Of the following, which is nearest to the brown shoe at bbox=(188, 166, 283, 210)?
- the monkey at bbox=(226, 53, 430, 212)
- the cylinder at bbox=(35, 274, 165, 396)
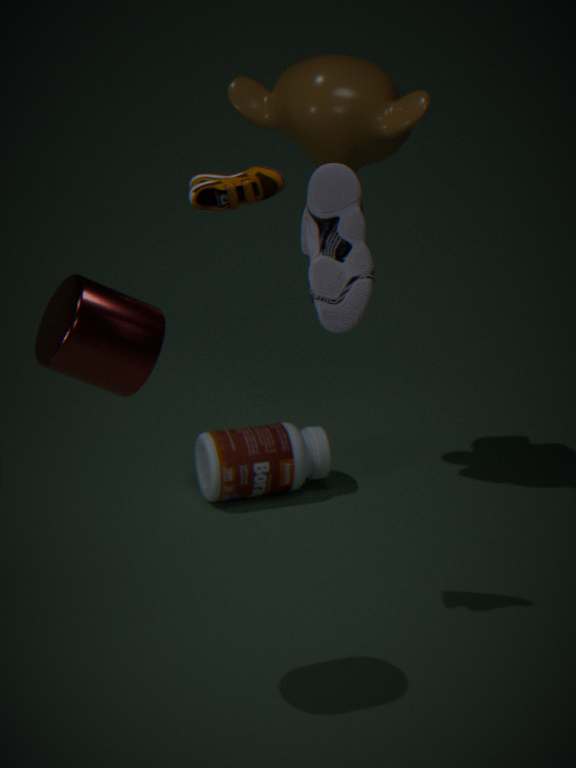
the cylinder at bbox=(35, 274, 165, 396)
